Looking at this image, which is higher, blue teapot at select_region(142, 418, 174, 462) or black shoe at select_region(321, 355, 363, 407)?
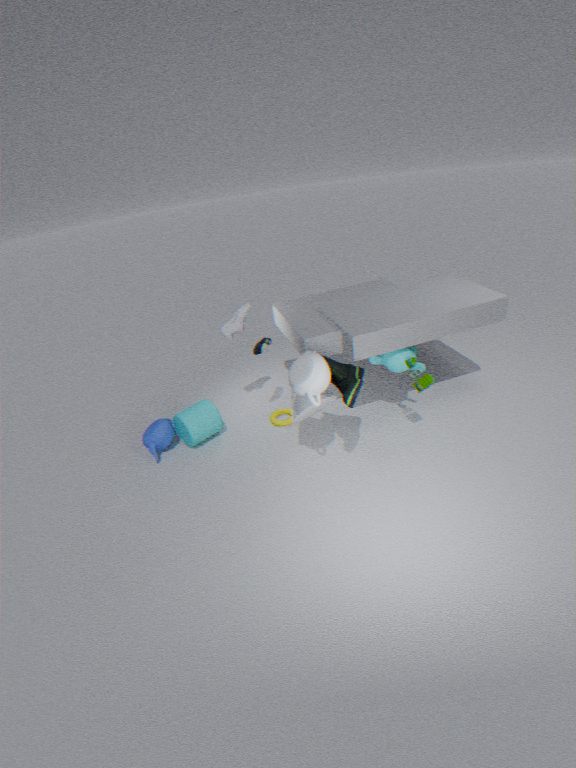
black shoe at select_region(321, 355, 363, 407)
